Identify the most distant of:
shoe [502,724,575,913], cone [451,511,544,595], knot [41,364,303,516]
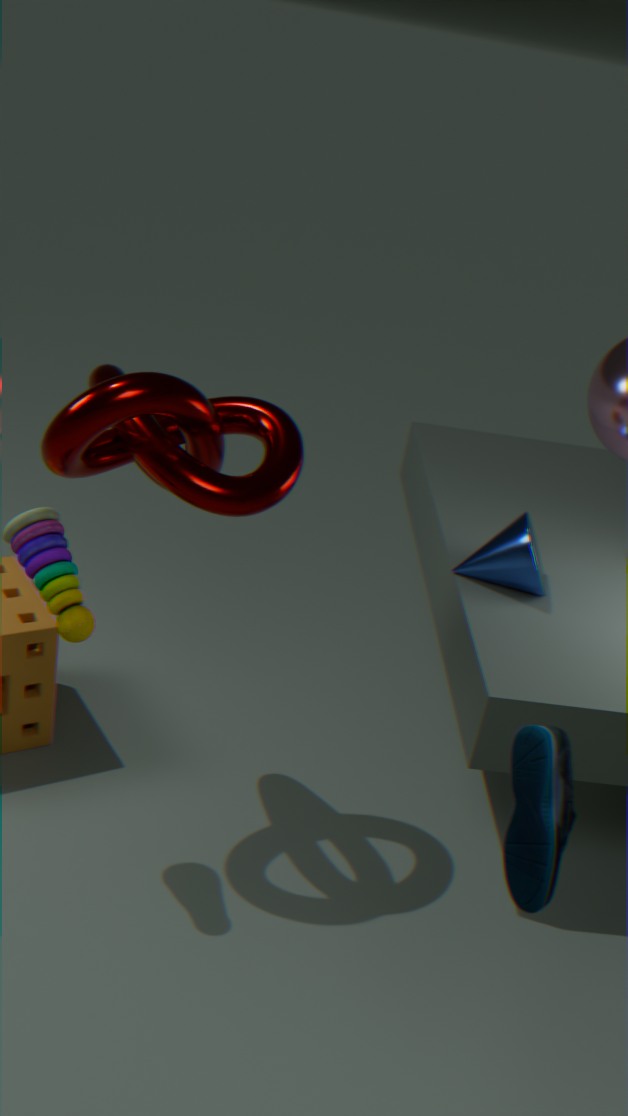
cone [451,511,544,595]
